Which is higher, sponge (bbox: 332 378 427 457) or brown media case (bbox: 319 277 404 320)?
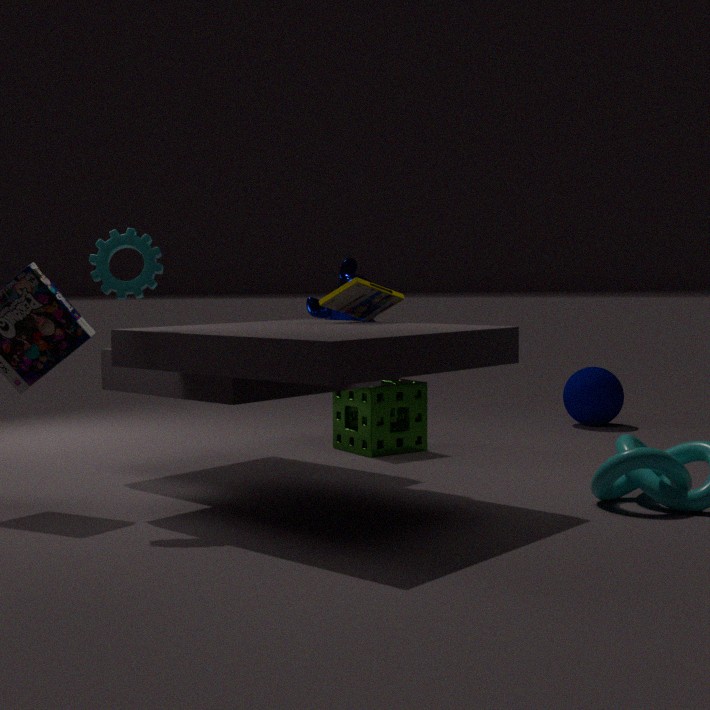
brown media case (bbox: 319 277 404 320)
